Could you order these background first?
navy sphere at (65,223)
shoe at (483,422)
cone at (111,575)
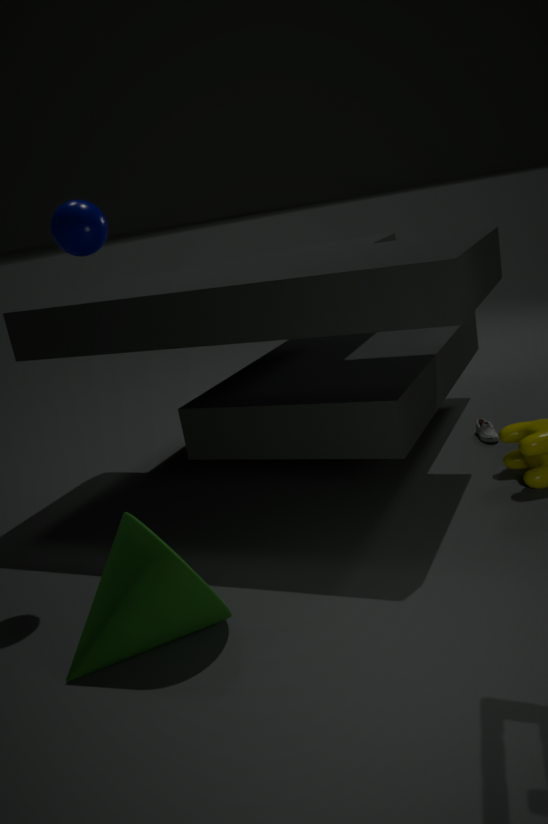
shoe at (483,422) < navy sphere at (65,223) < cone at (111,575)
